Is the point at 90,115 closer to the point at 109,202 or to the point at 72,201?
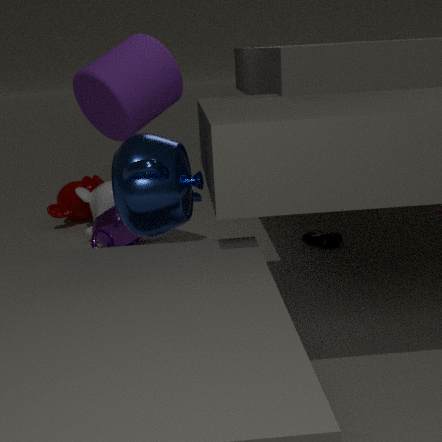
the point at 109,202
